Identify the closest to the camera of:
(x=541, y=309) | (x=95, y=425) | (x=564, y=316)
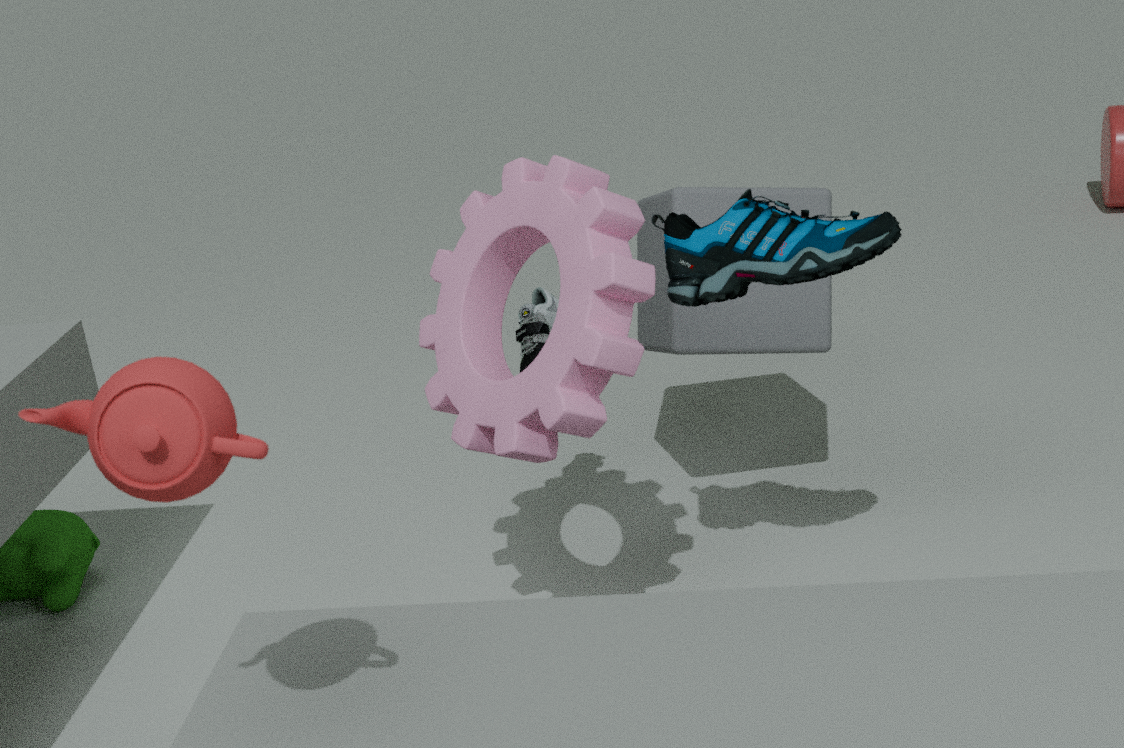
(x=95, y=425)
